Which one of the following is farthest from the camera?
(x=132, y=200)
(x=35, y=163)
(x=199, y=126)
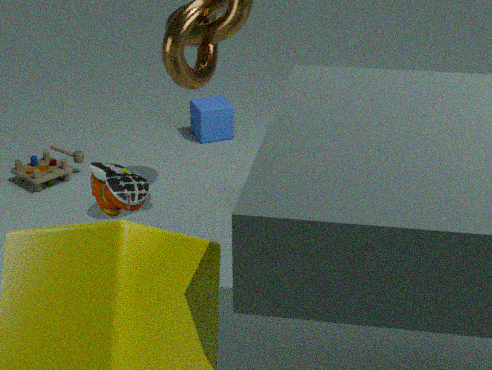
(x=199, y=126)
